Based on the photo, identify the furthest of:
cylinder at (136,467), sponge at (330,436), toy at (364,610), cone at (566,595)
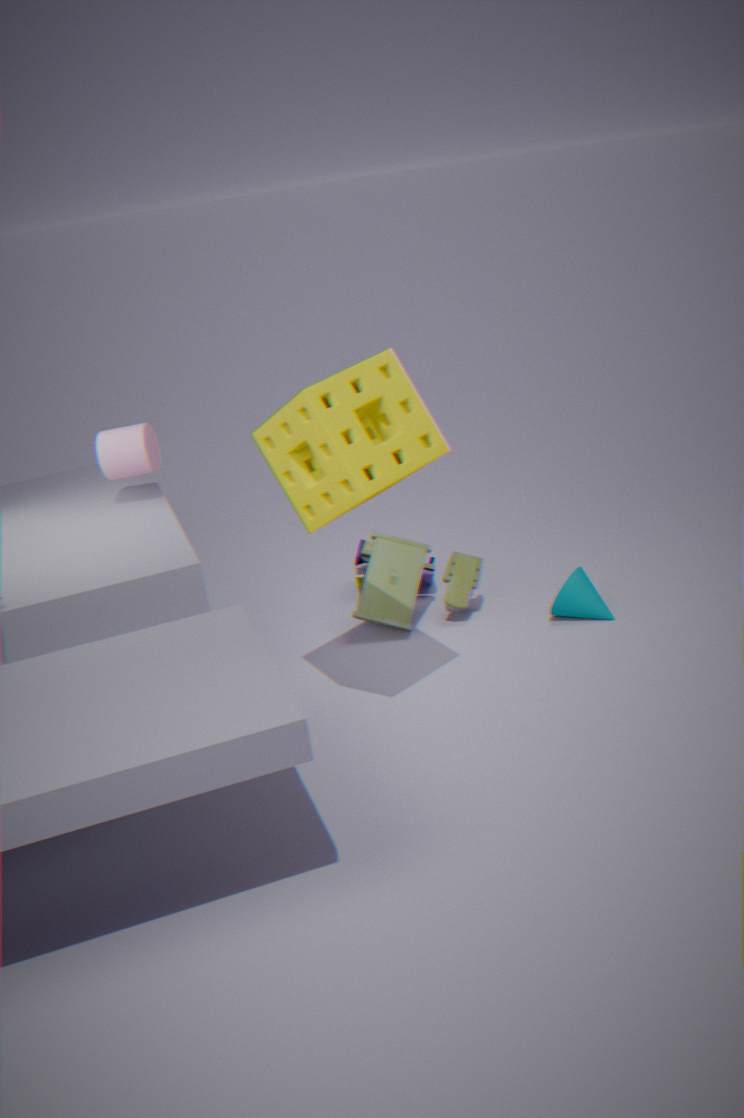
toy at (364,610)
